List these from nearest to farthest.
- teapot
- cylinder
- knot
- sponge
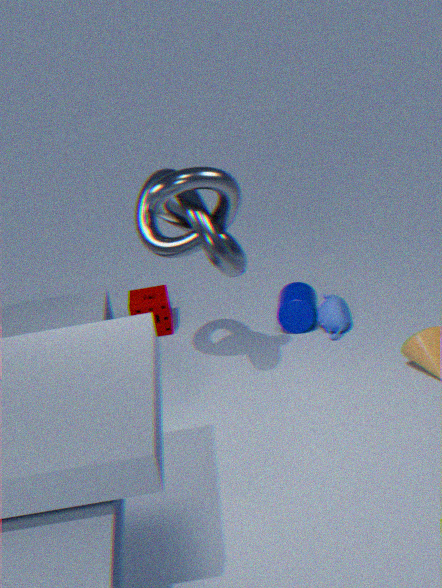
knot < teapot < cylinder < sponge
